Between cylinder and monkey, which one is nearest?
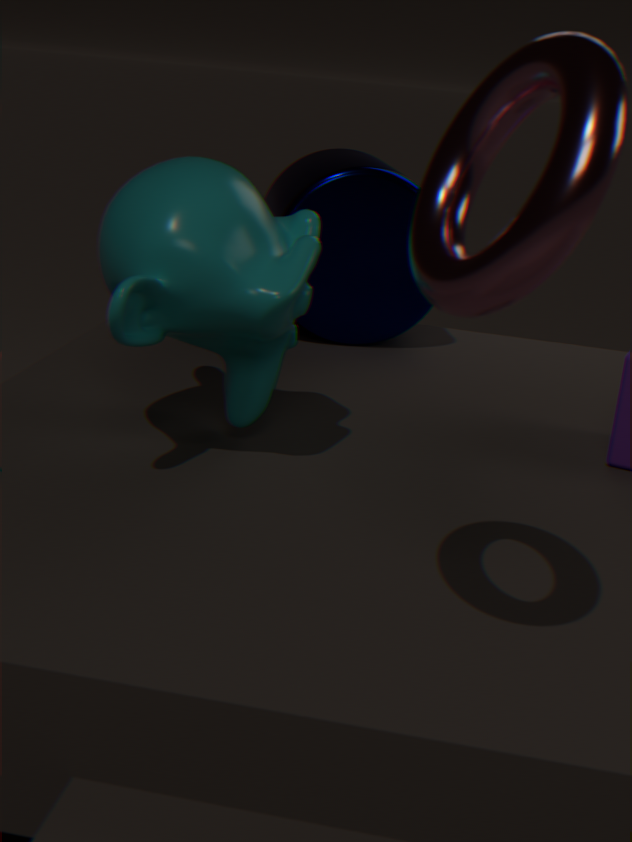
monkey
